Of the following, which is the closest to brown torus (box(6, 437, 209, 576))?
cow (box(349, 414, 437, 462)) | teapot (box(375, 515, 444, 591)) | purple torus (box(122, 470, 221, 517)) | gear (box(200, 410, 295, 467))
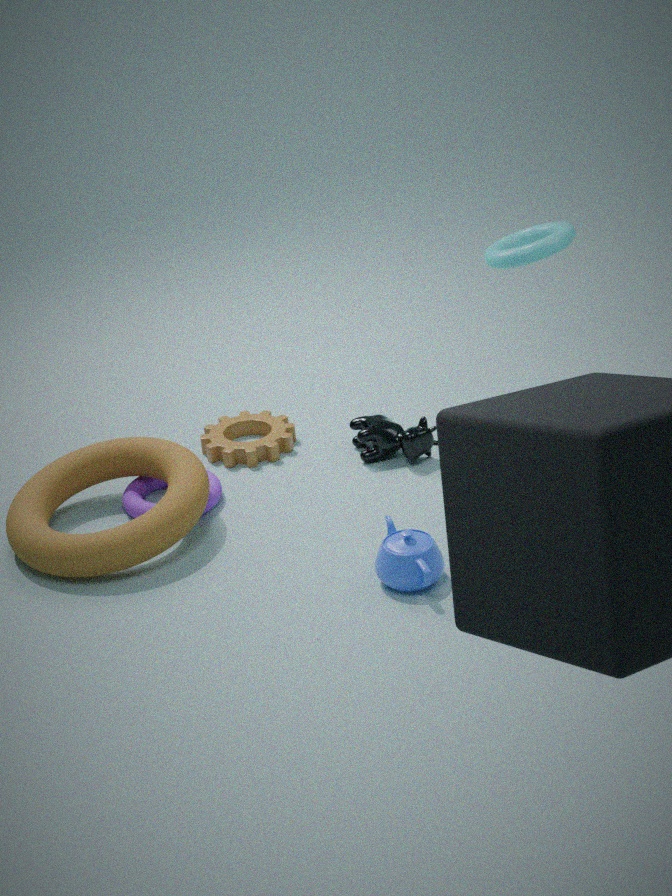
purple torus (box(122, 470, 221, 517))
